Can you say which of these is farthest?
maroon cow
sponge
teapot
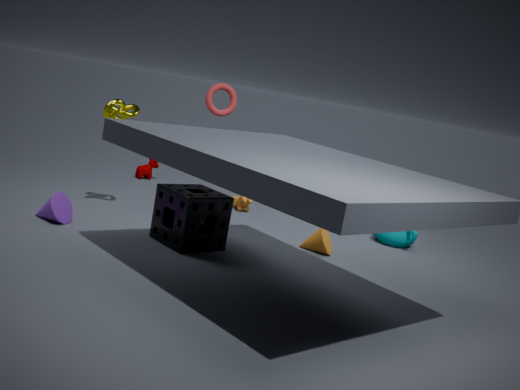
maroon cow
